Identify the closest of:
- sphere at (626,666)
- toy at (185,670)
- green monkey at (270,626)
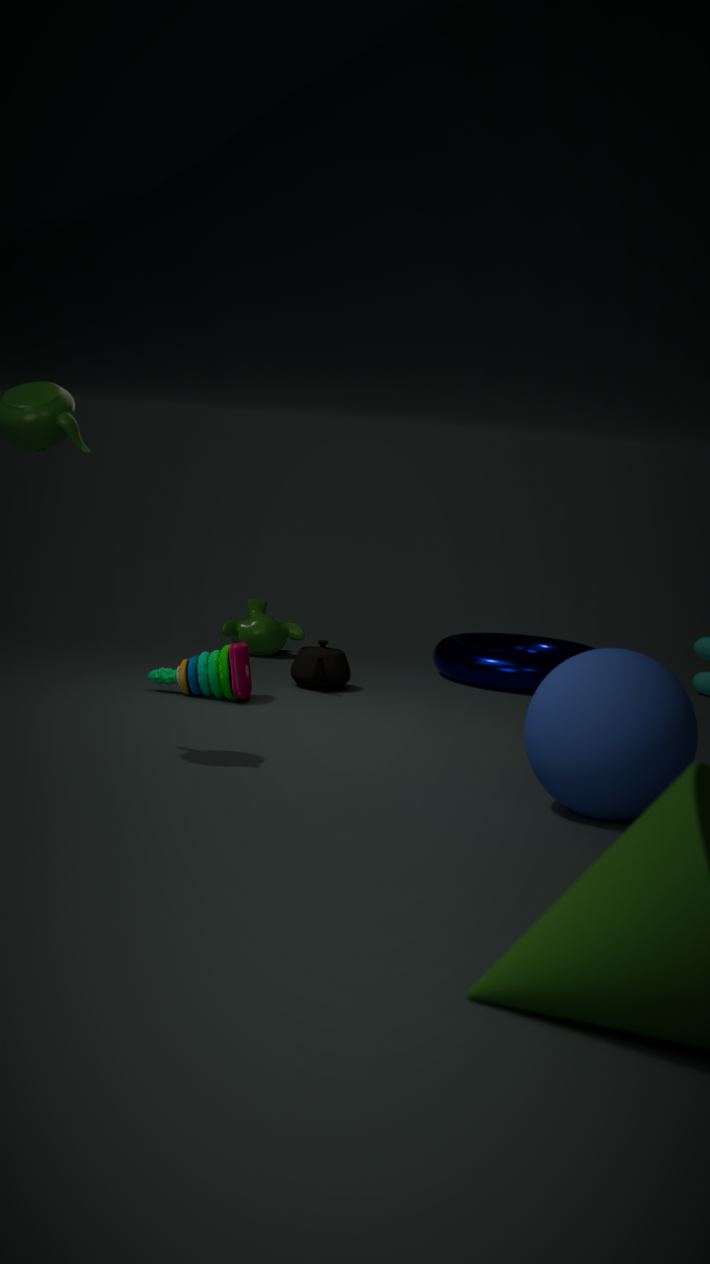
sphere at (626,666)
